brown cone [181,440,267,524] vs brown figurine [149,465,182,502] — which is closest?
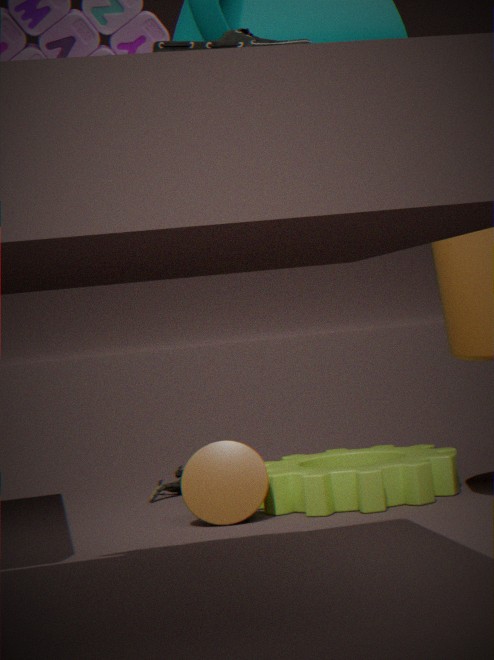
brown cone [181,440,267,524]
